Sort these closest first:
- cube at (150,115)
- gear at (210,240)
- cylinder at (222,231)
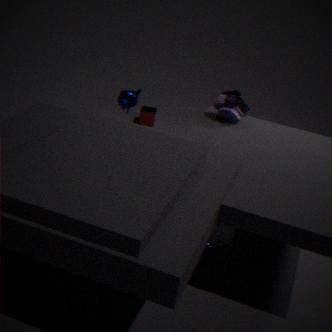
gear at (210,240) → cylinder at (222,231) → cube at (150,115)
